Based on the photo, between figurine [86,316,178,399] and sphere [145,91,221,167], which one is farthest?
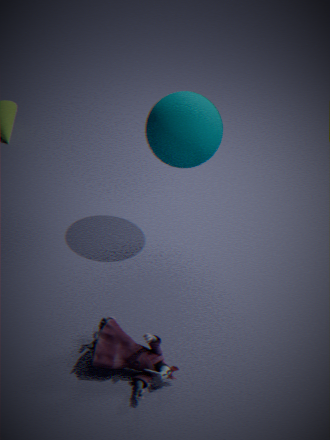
sphere [145,91,221,167]
